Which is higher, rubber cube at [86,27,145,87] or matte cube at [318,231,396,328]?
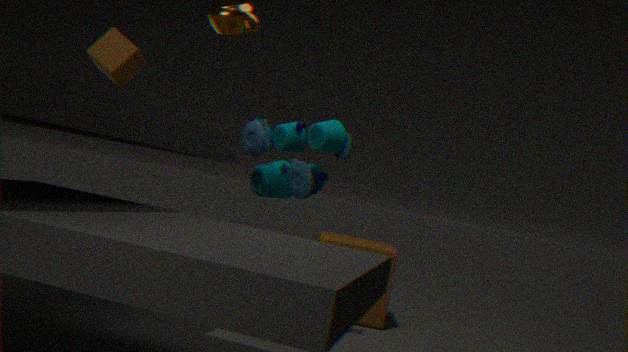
rubber cube at [86,27,145,87]
